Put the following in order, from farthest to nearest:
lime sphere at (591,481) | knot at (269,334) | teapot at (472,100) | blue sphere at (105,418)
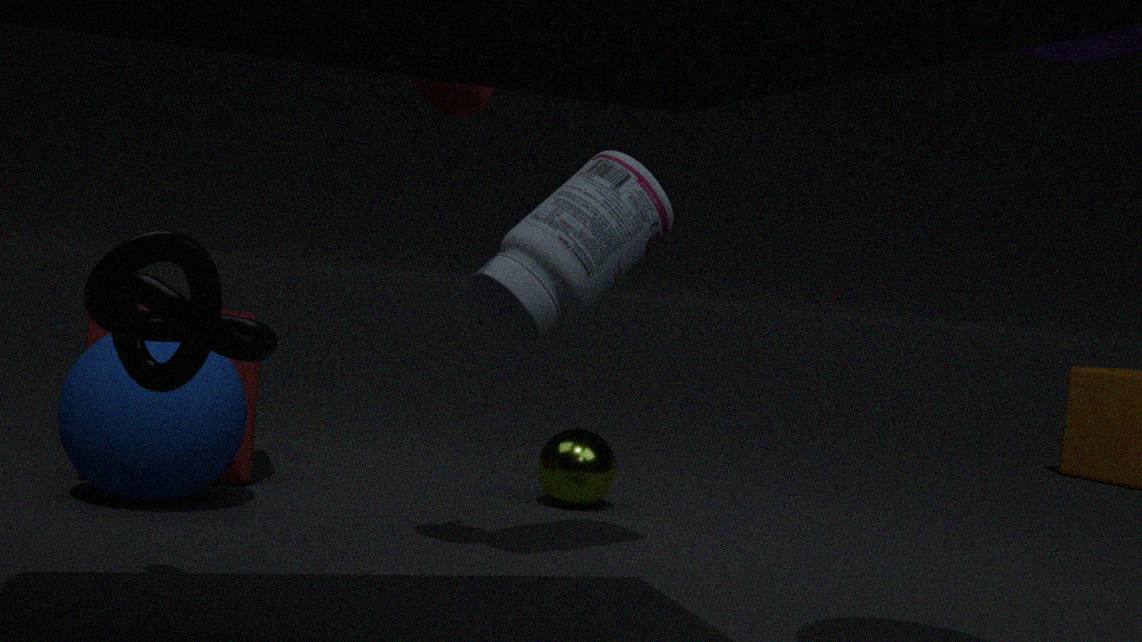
lime sphere at (591,481)
blue sphere at (105,418)
teapot at (472,100)
knot at (269,334)
